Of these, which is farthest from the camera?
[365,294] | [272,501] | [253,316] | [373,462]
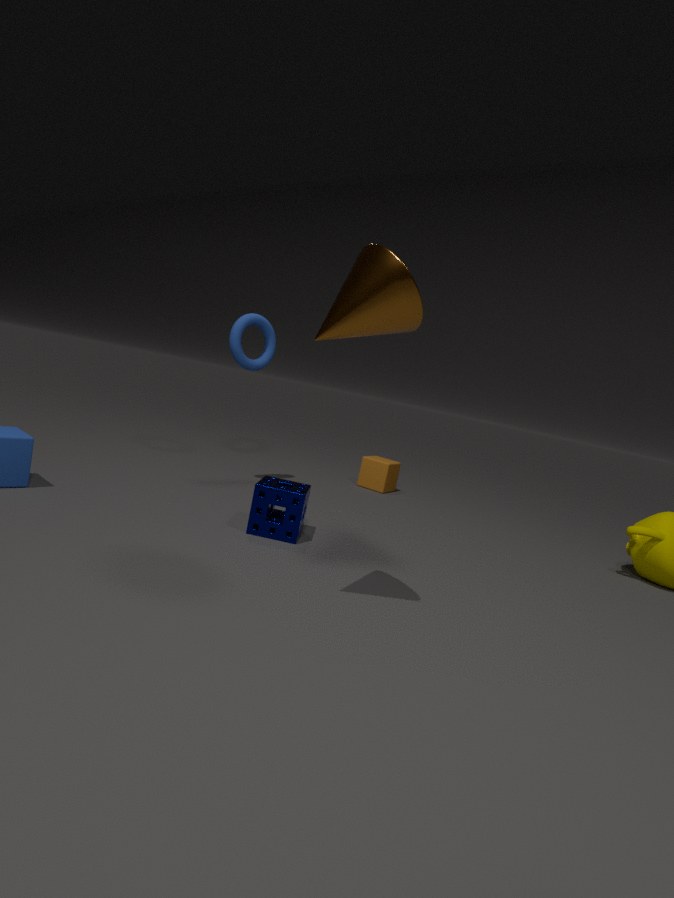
[373,462]
